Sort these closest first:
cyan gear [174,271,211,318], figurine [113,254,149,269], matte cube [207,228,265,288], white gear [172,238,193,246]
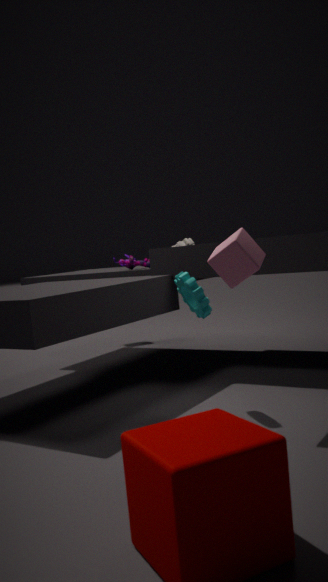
1. matte cube [207,228,265,288]
2. cyan gear [174,271,211,318]
3. figurine [113,254,149,269]
4. white gear [172,238,193,246]
